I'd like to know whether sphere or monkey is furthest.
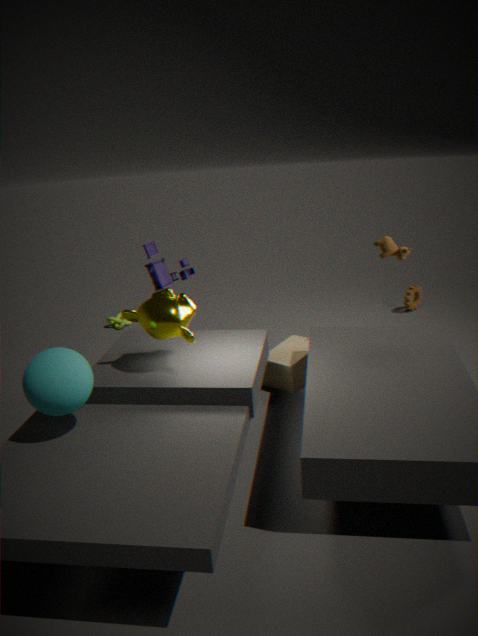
monkey
